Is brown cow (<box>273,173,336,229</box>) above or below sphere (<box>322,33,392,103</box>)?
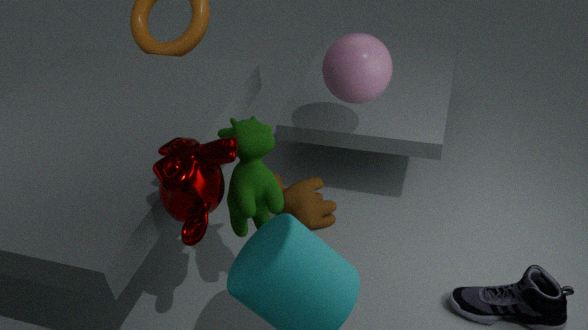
below
